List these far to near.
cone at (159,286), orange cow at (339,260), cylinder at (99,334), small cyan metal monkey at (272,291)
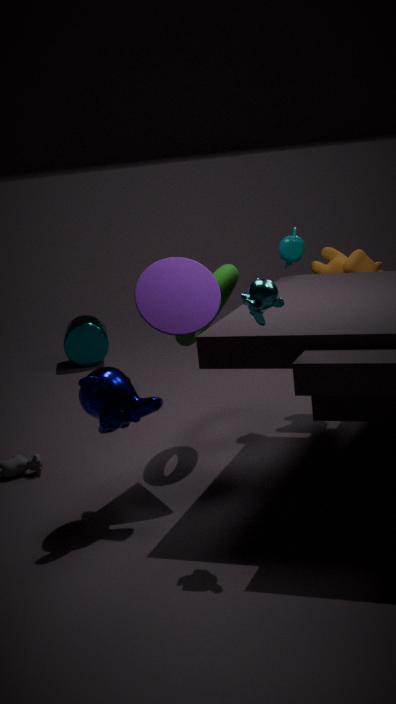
cylinder at (99,334), orange cow at (339,260), cone at (159,286), small cyan metal monkey at (272,291)
